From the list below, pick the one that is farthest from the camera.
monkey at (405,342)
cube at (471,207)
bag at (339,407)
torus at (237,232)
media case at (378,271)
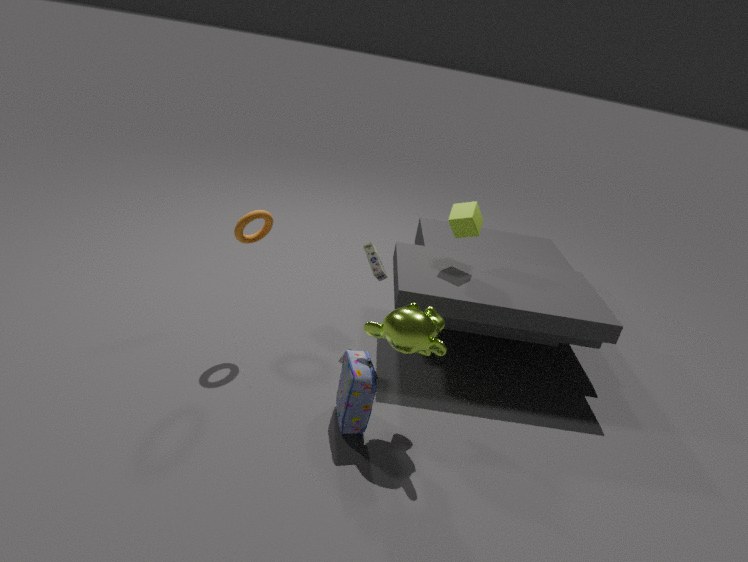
cube at (471,207)
